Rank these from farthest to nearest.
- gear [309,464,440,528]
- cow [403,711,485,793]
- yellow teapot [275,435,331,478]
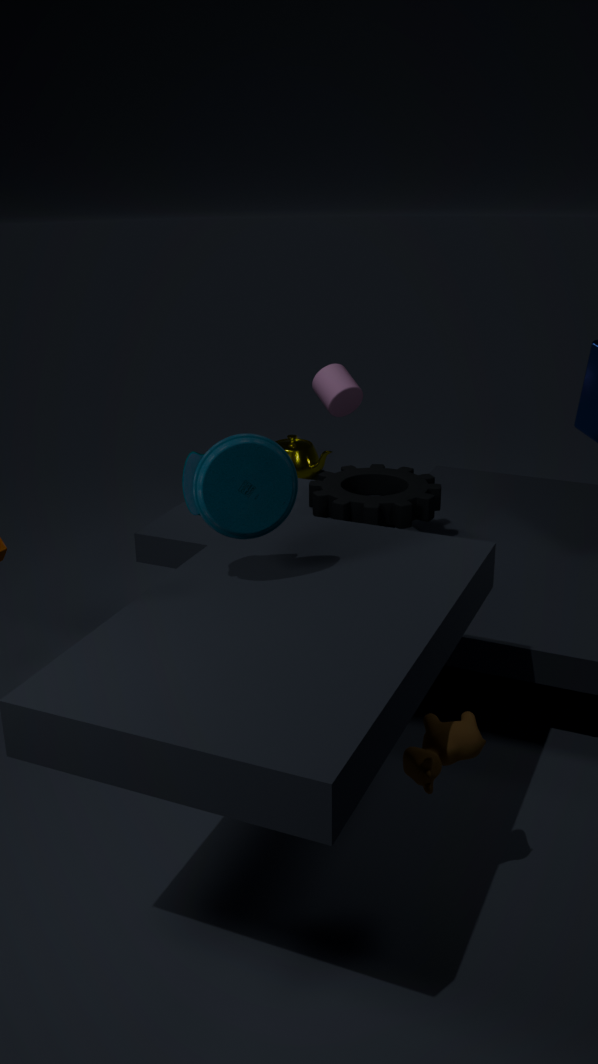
yellow teapot [275,435,331,478], gear [309,464,440,528], cow [403,711,485,793]
